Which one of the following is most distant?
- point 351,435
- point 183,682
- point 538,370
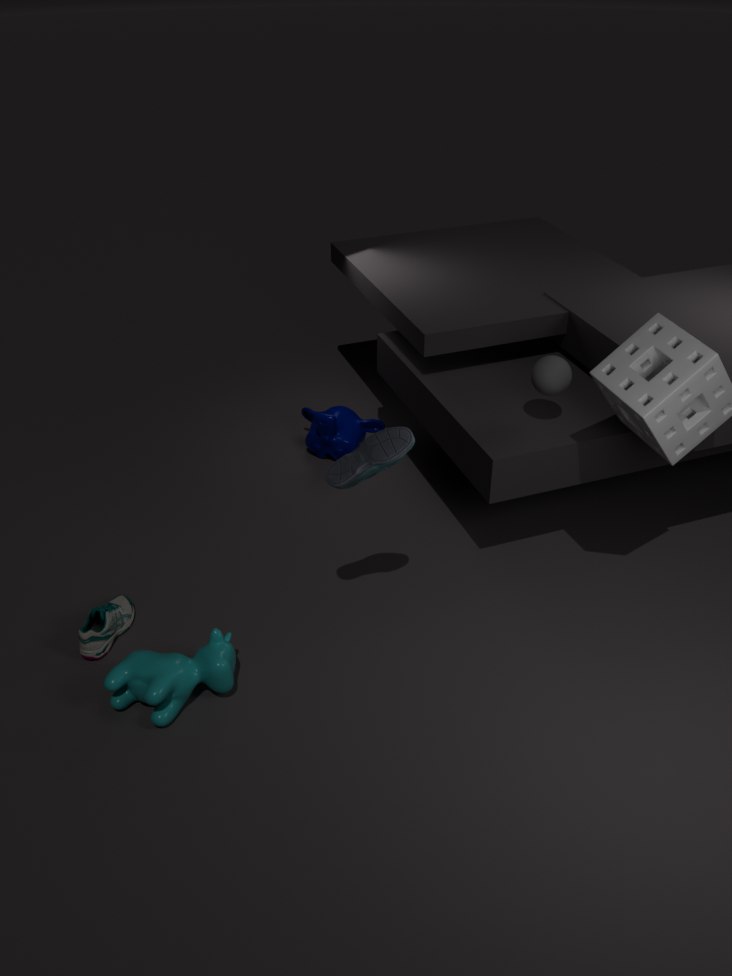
point 351,435
